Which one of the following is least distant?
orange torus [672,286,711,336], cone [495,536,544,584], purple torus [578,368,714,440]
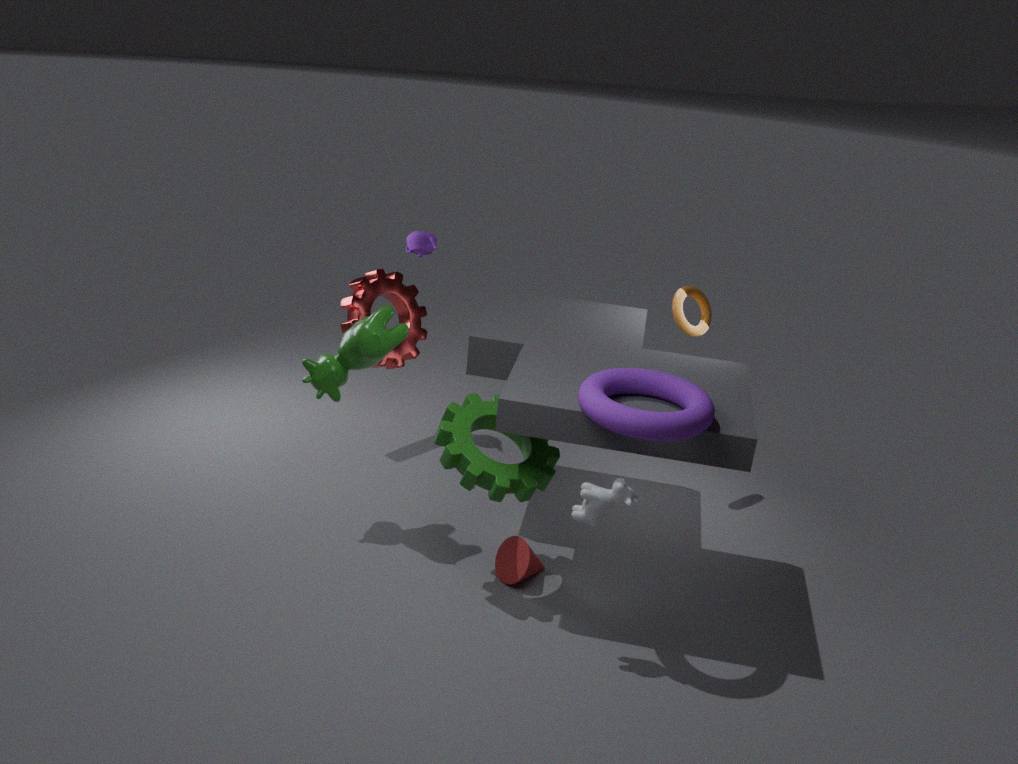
purple torus [578,368,714,440]
